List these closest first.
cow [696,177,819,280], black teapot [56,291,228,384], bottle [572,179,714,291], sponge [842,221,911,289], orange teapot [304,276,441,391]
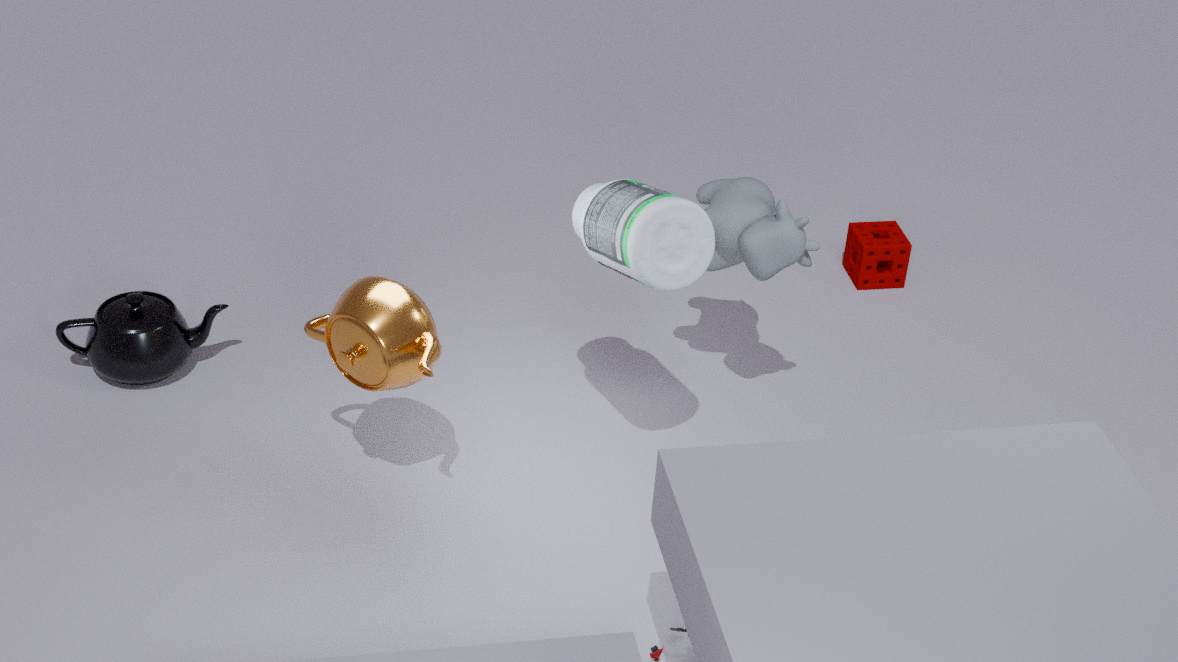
bottle [572,179,714,291] → orange teapot [304,276,441,391] → cow [696,177,819,280] → black teapot [56,291,228,384] → sponge [842,221,911,289]
